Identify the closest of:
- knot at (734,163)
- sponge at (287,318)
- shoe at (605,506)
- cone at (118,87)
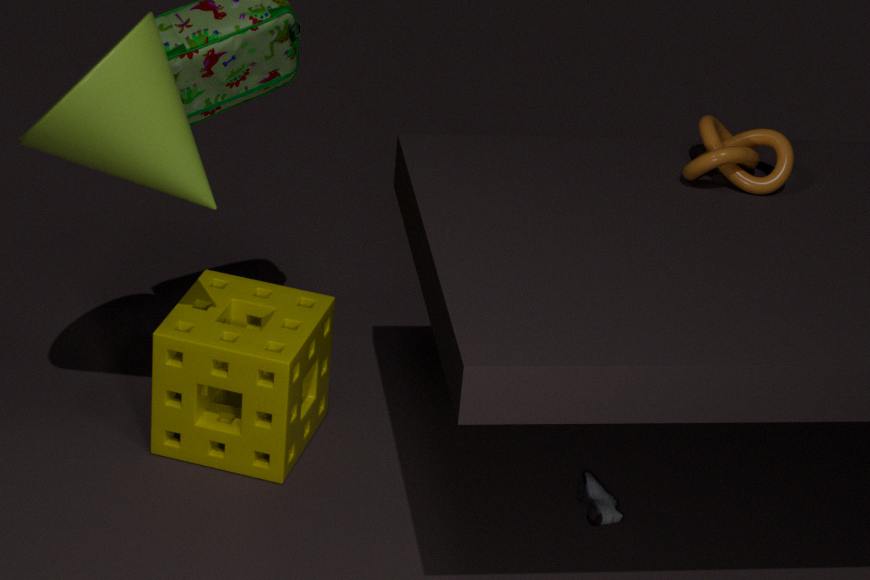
cone at (118,87)
